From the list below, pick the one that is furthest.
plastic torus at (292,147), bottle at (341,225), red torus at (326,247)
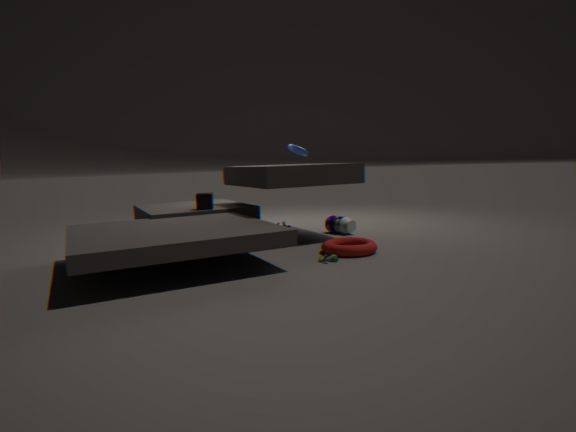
plastic torus at (292,147)
